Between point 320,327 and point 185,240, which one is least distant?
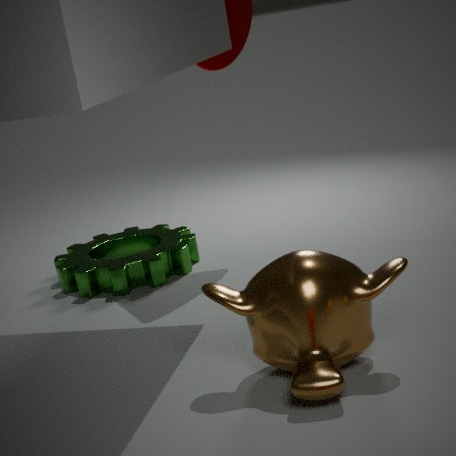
point 320,327
